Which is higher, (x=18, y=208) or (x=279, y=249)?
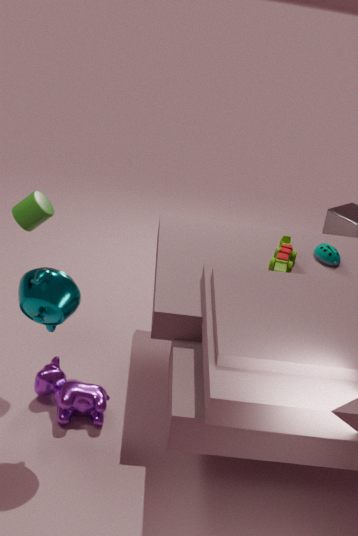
(x=18, y=208)
